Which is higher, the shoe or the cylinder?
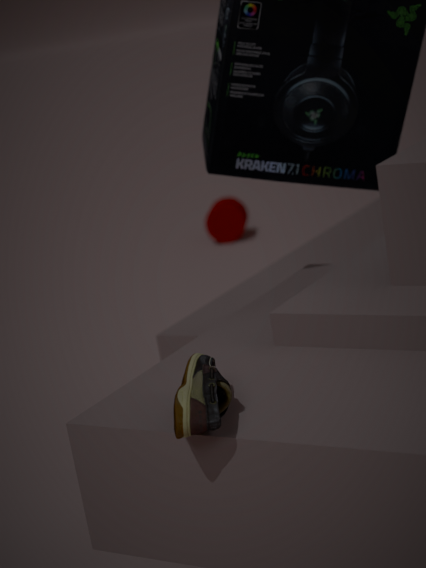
the shoe
